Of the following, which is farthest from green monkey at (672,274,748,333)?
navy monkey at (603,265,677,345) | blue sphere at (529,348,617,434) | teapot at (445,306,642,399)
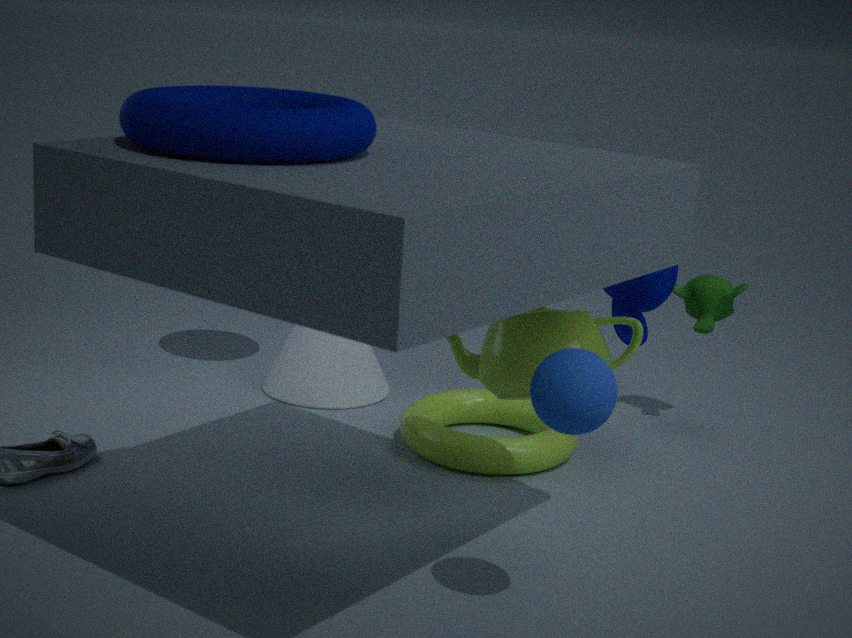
blue sphere at (529,348,617,434)
